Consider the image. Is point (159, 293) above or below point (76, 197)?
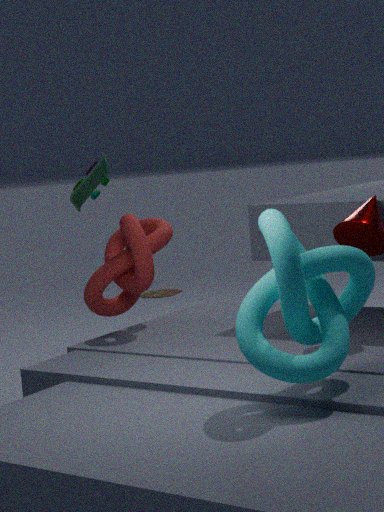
below
